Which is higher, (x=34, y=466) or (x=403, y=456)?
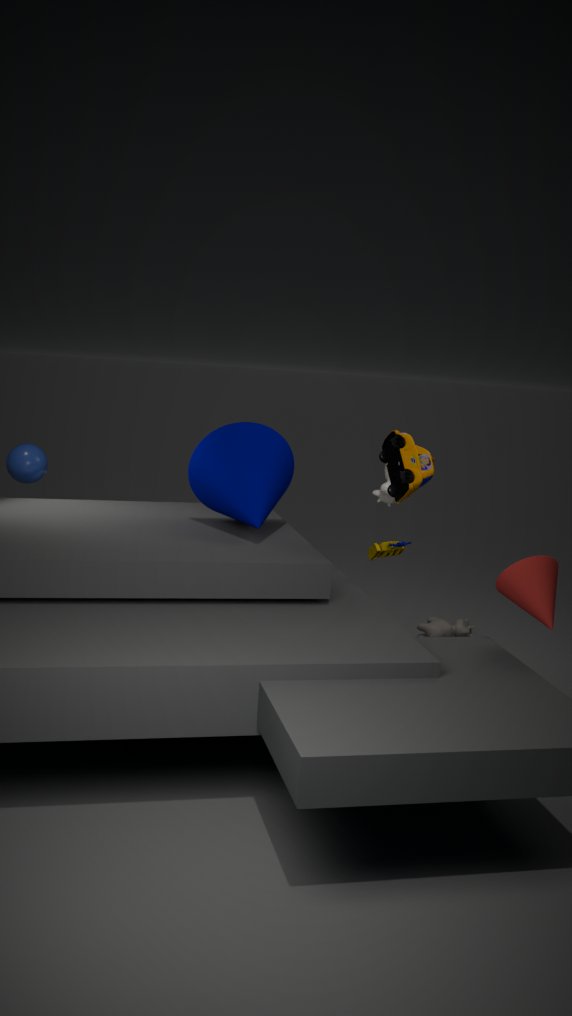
(x=403, y=456)
